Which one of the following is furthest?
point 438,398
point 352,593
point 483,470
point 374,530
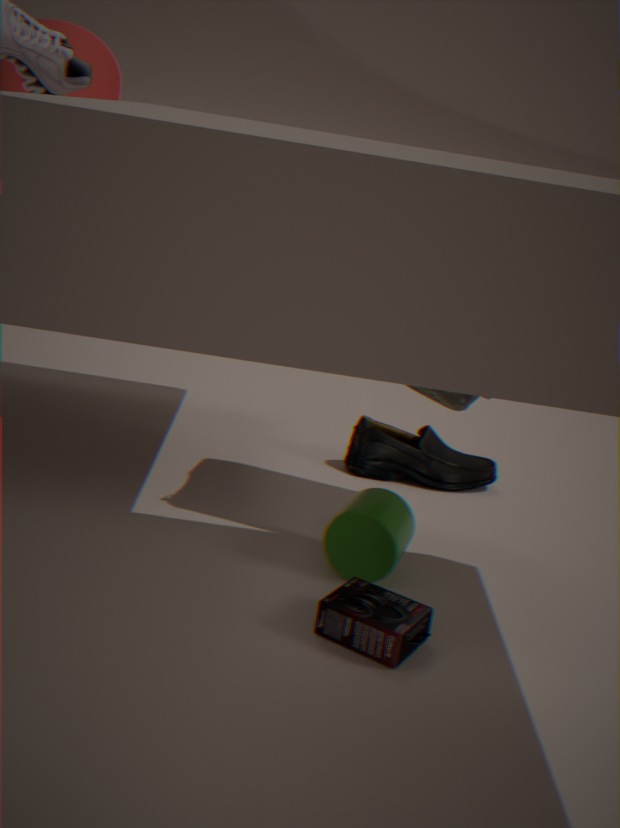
point 483,470
